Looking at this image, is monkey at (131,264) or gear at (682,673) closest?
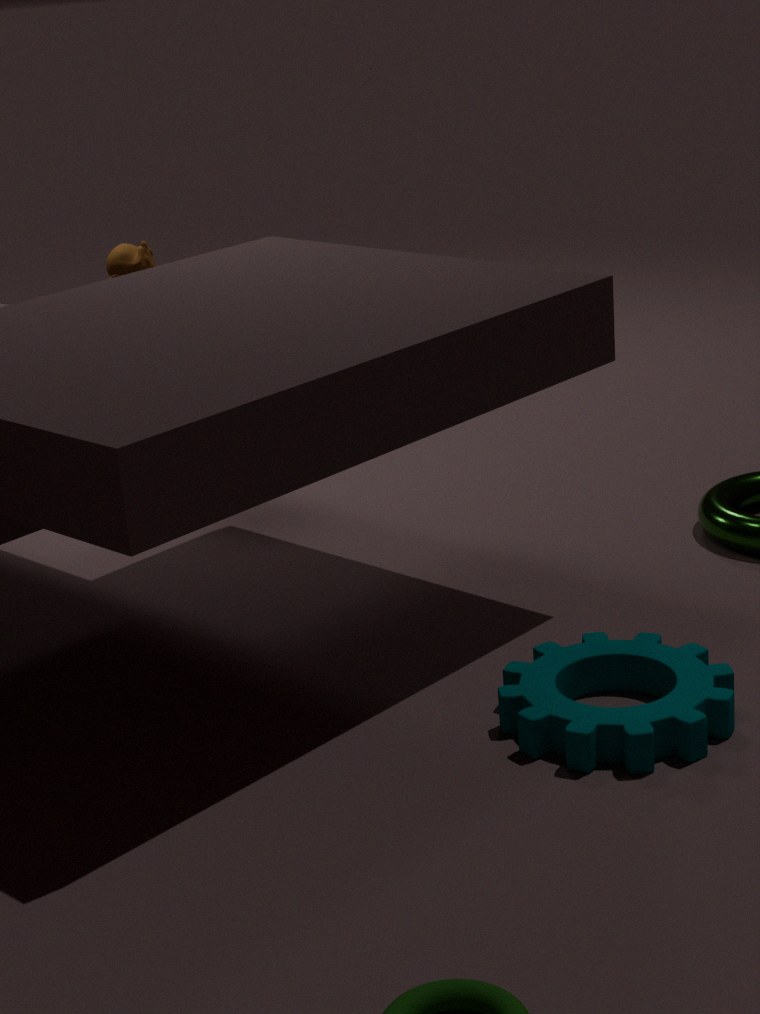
gear at (682,673)
